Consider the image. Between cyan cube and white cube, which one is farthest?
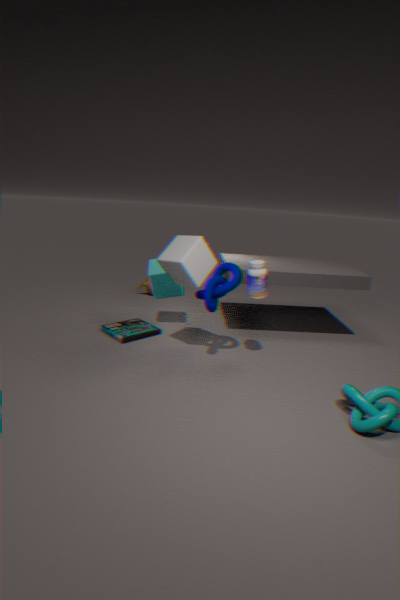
cyan cube
